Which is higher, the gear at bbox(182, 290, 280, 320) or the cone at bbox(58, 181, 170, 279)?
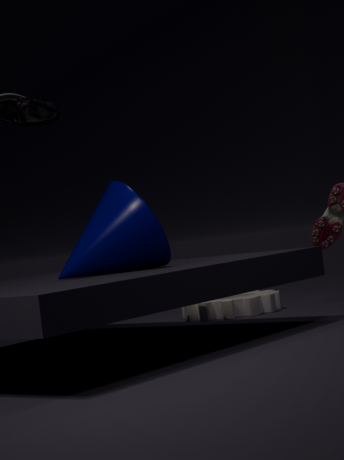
the cone at bbox(58, 181, 170, 279)
